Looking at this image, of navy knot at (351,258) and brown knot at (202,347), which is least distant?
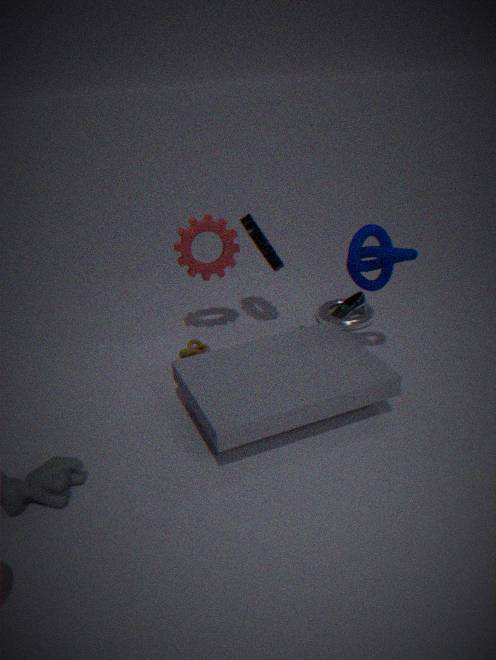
navy knot at (351,258)
